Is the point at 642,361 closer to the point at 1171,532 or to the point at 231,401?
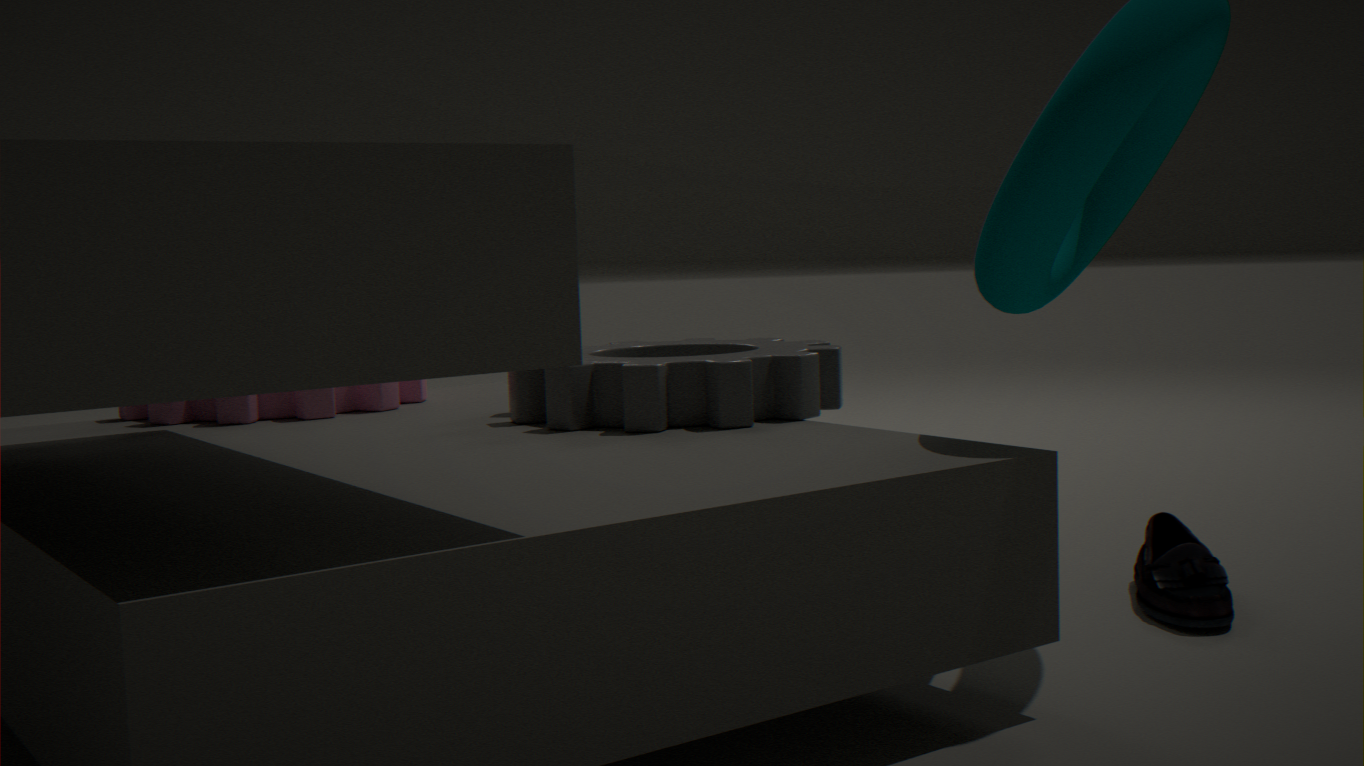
the point at 231,401
